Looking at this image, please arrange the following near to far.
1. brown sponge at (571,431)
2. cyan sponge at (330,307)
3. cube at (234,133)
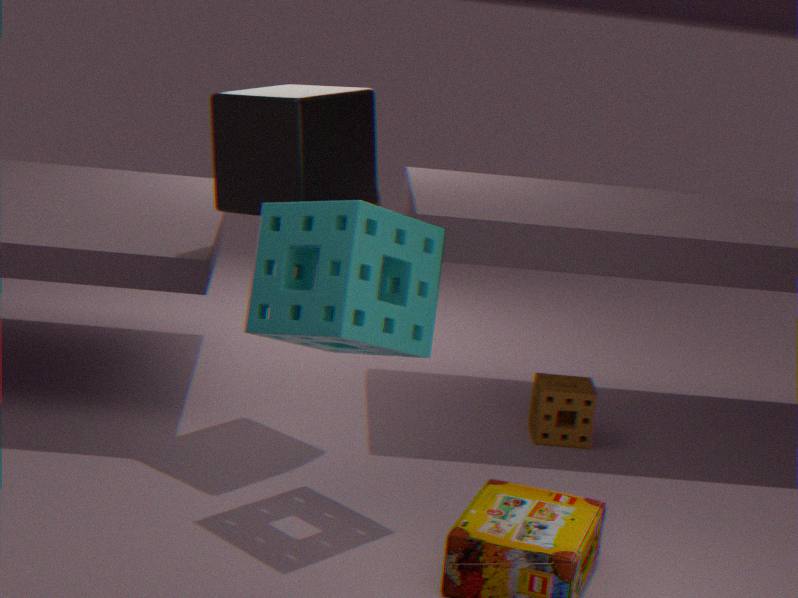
cyan sponge at (330,307) → cube at (234,133) → brown sponge at (571,431)
